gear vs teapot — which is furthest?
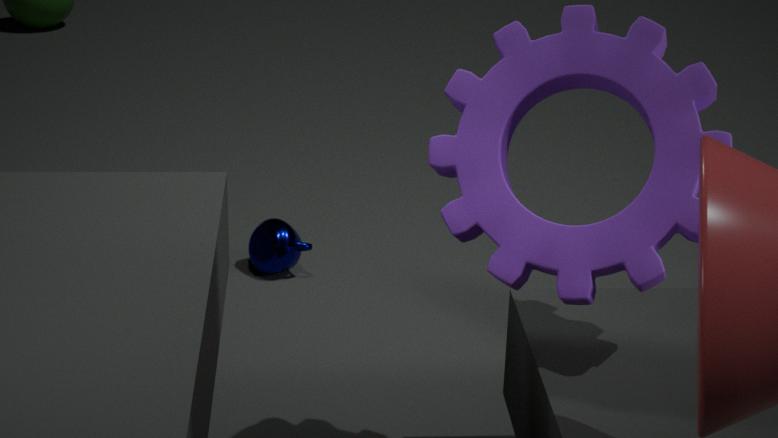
teapot
